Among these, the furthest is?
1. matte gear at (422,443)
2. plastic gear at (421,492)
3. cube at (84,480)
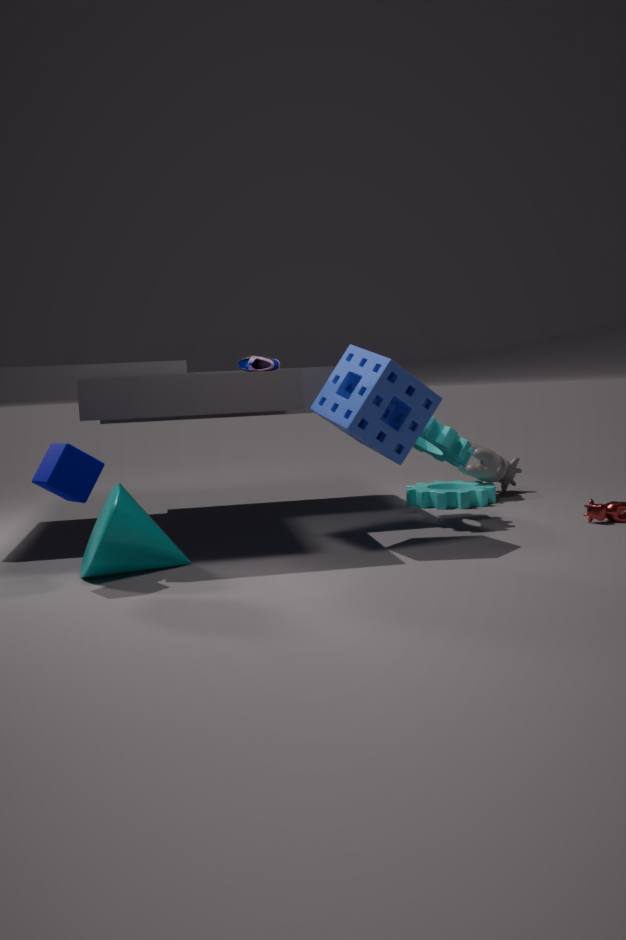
plastic gear at (421,492)
